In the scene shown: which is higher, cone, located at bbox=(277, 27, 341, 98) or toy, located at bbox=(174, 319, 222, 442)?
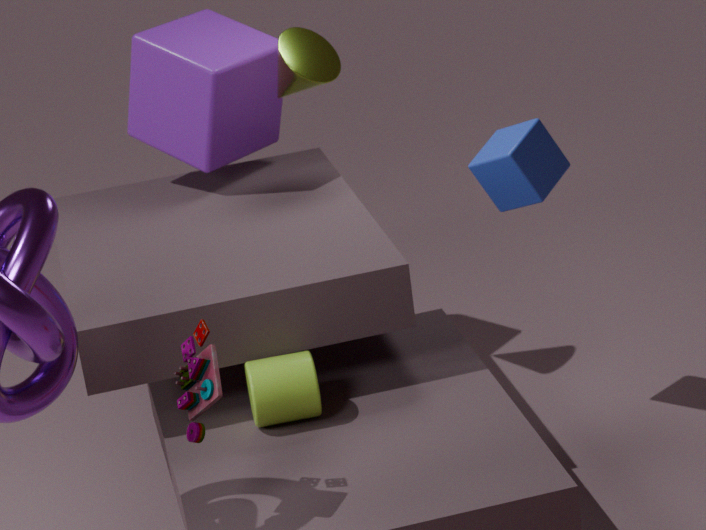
cone, located at bbox=(277, 27, 341, 98)
